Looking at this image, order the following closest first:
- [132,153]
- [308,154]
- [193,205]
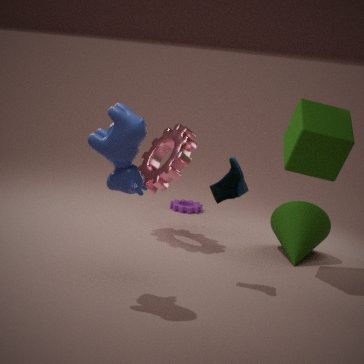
[132,153] → [308,154] → [193,205]
